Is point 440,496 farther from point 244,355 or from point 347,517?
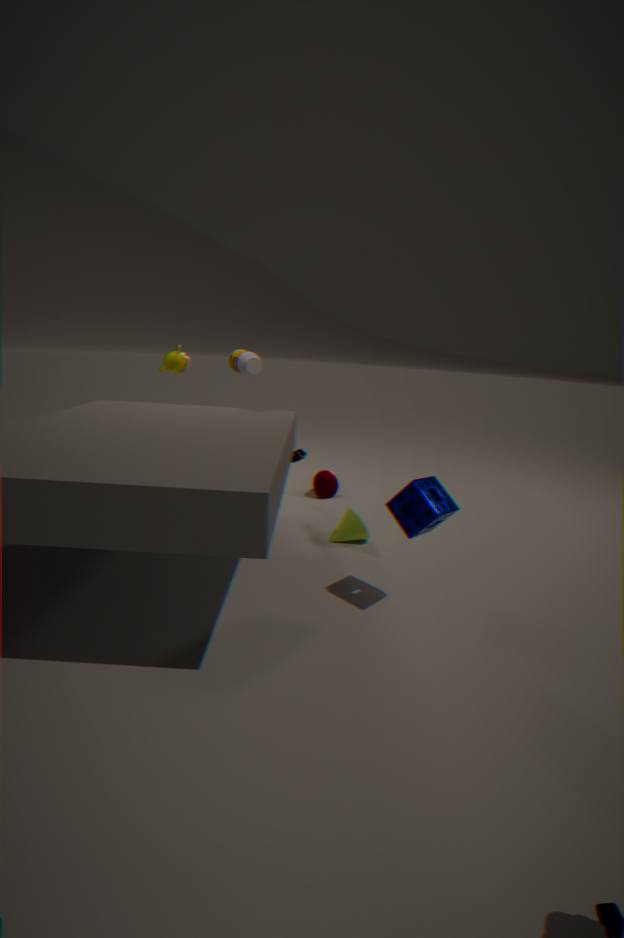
point 244,355
